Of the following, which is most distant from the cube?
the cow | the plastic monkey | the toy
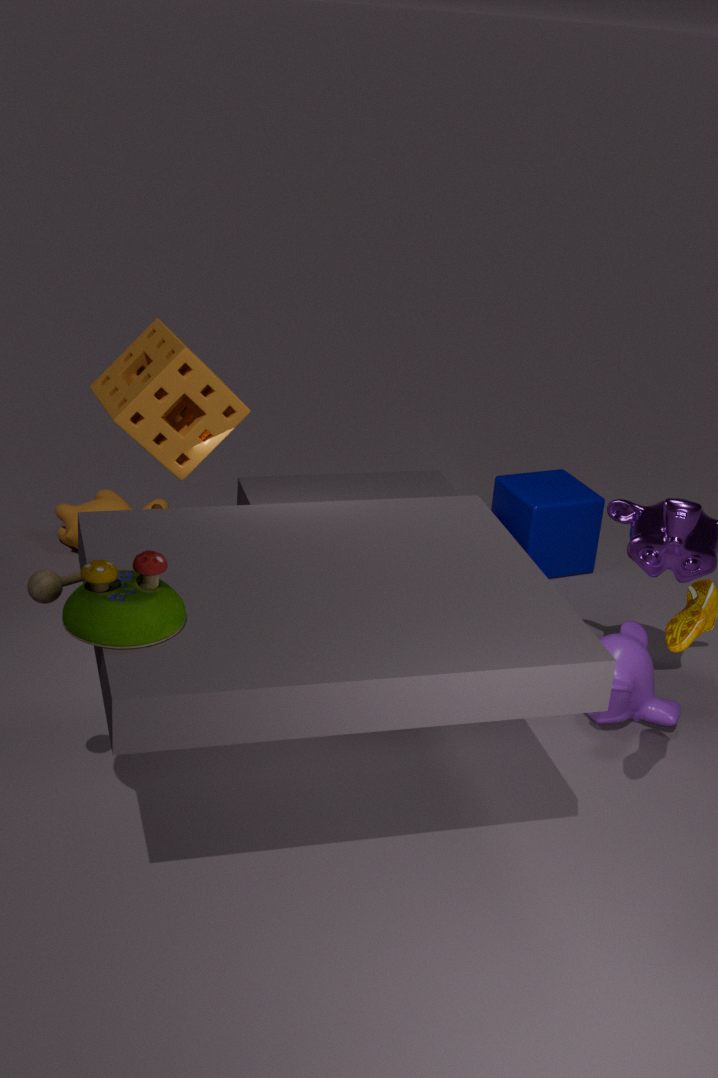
the toy
